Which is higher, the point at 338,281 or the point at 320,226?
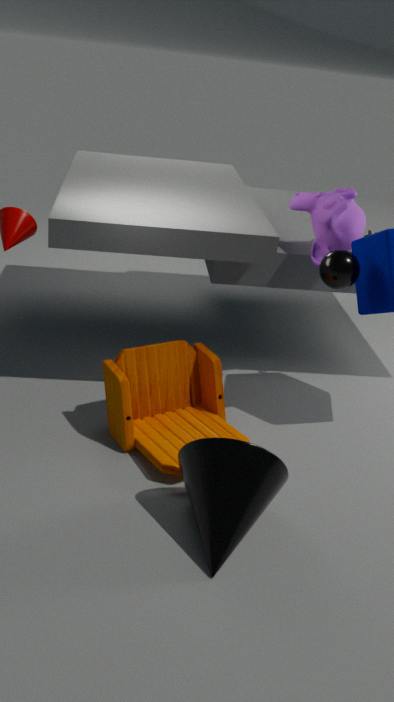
the point at 320,226
